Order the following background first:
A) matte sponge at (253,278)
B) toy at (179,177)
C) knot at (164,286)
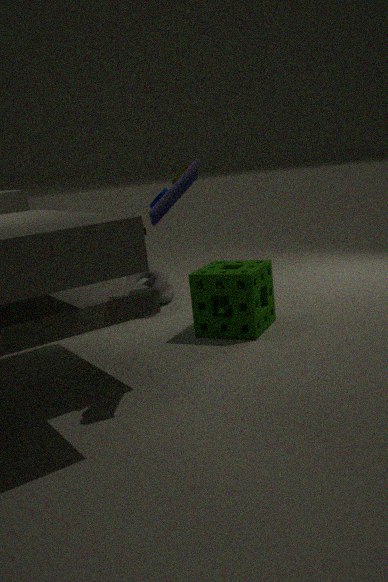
knot at (164,286), matte sponge at (253,278), toy at (179,177)
